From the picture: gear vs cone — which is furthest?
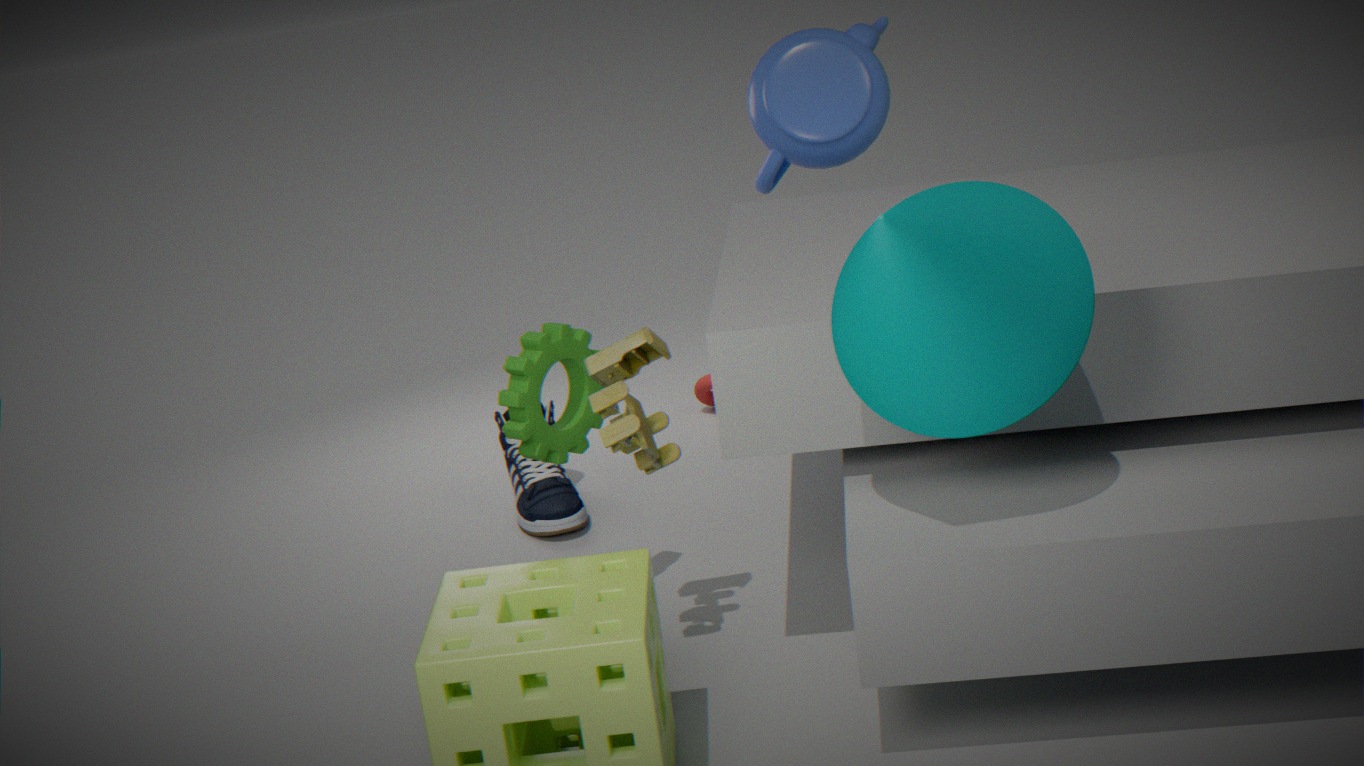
gear
